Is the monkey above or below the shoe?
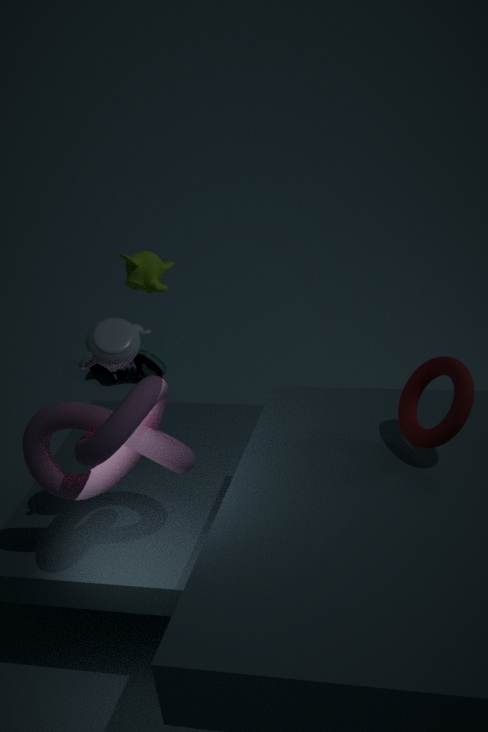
above
